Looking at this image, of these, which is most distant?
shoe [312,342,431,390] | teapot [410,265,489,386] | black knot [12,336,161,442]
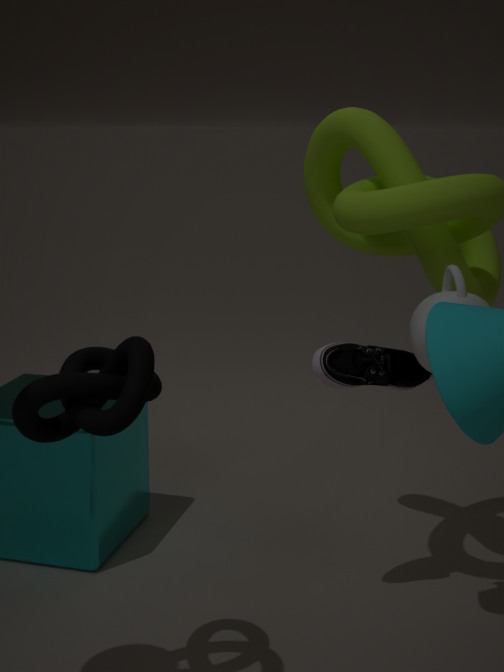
shoe [312,342,431,390]
